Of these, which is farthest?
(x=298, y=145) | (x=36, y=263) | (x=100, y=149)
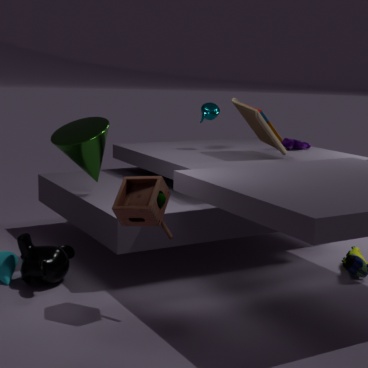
(x=298, y=145)
